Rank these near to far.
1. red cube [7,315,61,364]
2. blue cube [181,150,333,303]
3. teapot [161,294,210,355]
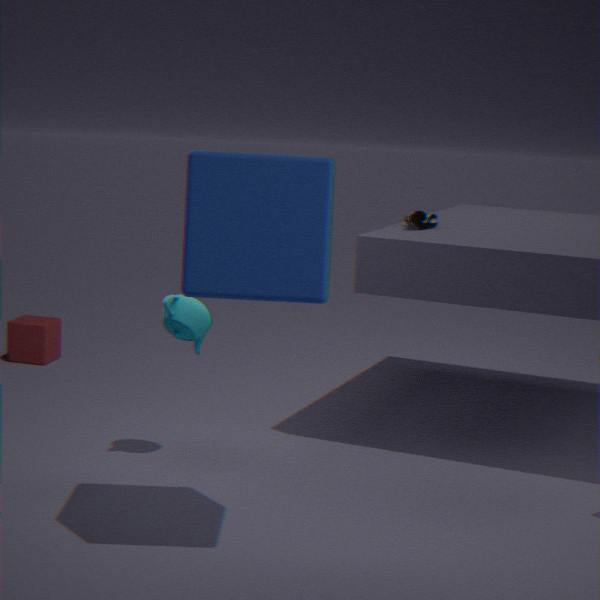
blue cube [181,150,333,303]
teapot [161,294,210,355]
red cube [7,315,61,364]
